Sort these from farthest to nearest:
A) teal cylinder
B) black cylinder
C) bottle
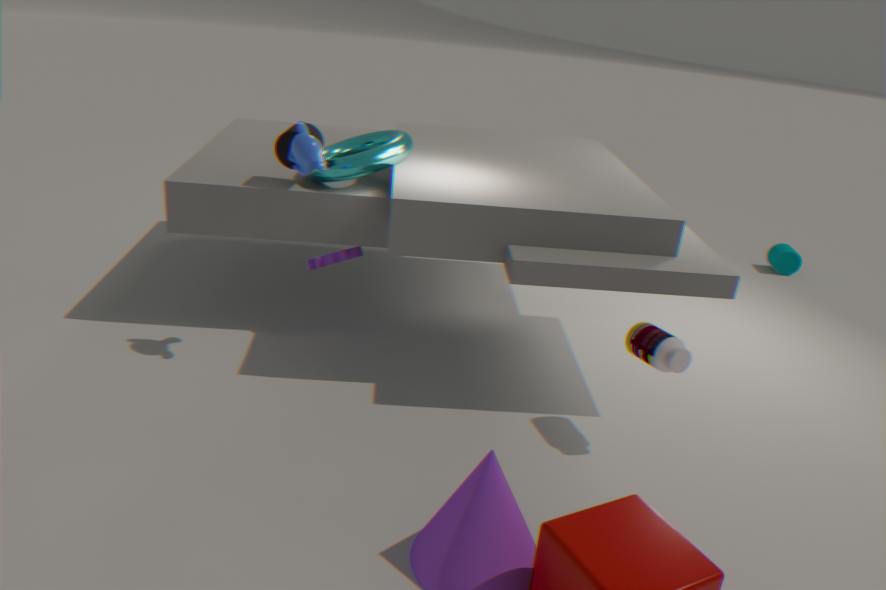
1. teal cylinder
2. black cylinder
3. bottle
